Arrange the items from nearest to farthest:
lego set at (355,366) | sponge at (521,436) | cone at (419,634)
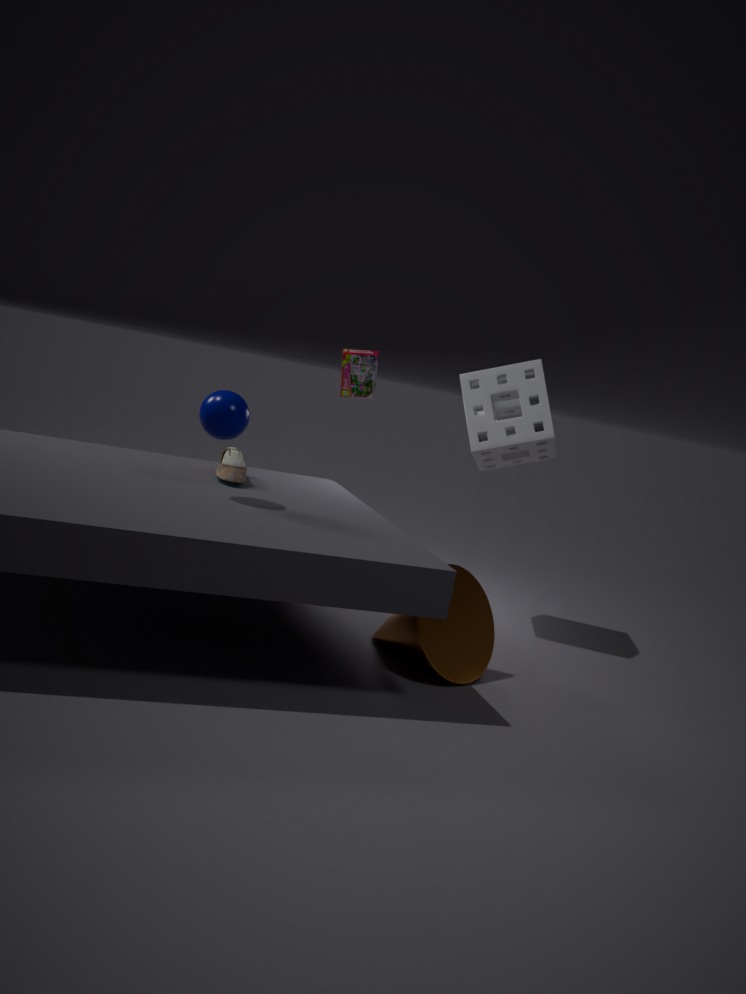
cone at (419,634) → sponge at (521,436) → lego set at (355,366)
